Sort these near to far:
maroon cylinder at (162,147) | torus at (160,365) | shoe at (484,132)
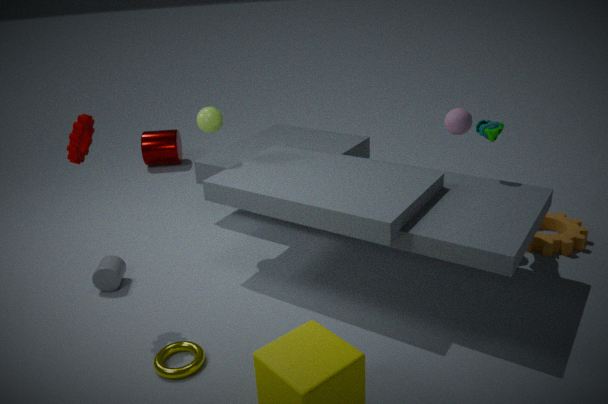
torus at (160,365)
shoe at (484,132)
maroon cylinder at (162,147)
